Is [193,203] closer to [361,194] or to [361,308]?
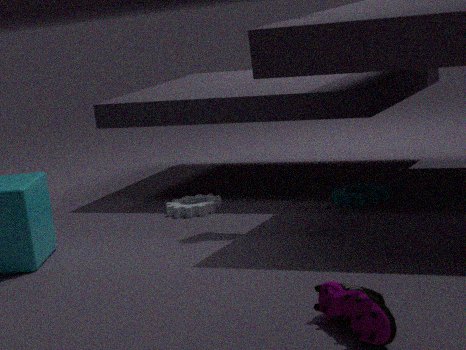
[361,194]
